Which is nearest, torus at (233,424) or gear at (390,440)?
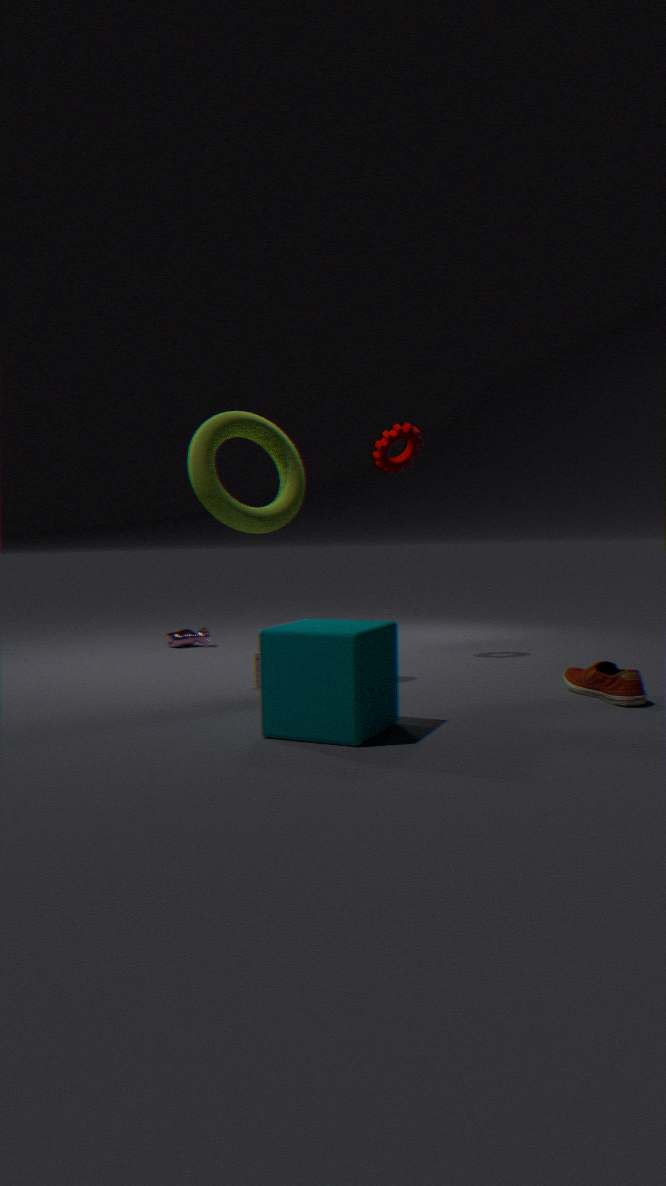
torus at (233,424)
